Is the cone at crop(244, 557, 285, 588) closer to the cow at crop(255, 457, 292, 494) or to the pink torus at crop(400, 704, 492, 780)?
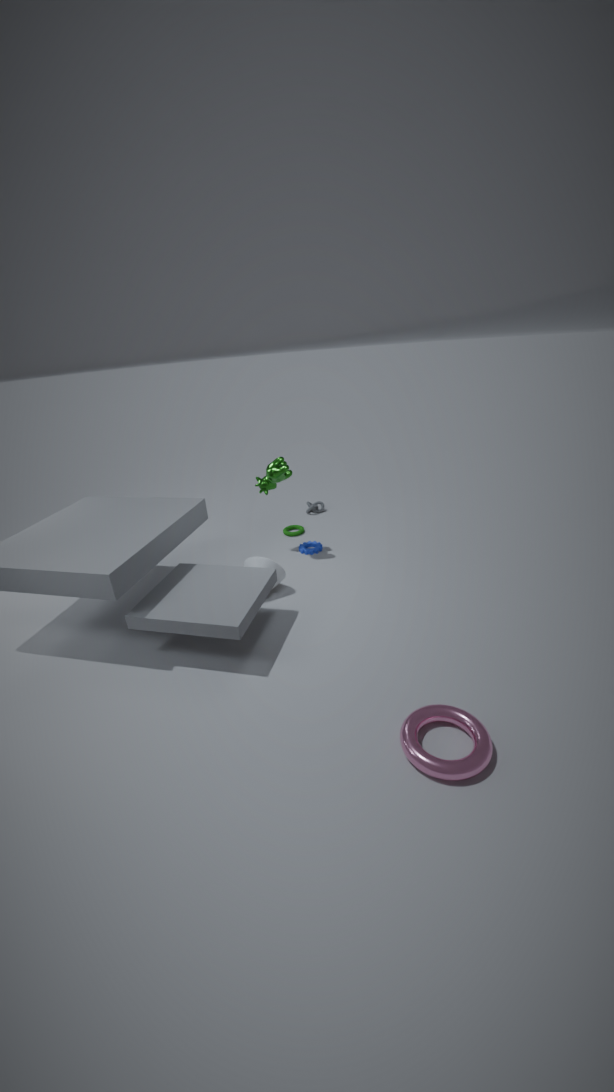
the cow at crop(255, 457, 292, 494)
